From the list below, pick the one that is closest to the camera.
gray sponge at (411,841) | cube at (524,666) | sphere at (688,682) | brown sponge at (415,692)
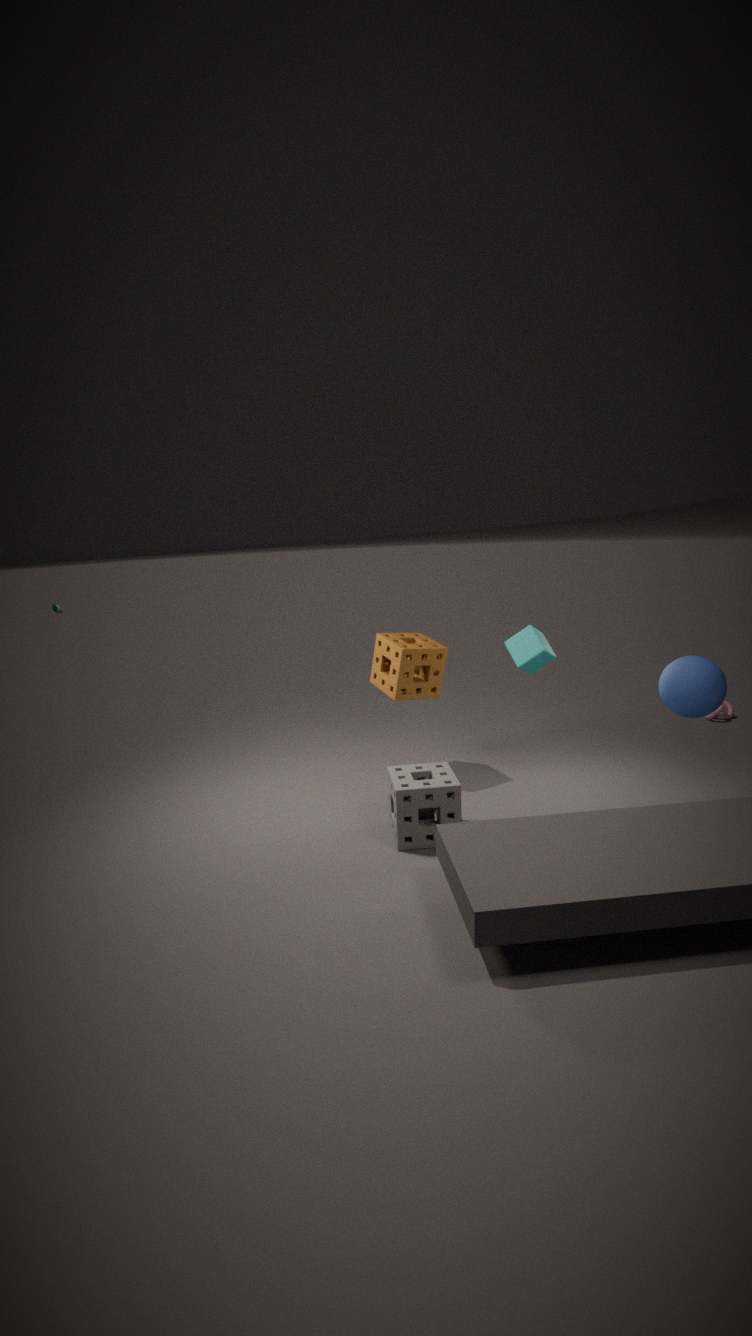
cube at (524,666)
